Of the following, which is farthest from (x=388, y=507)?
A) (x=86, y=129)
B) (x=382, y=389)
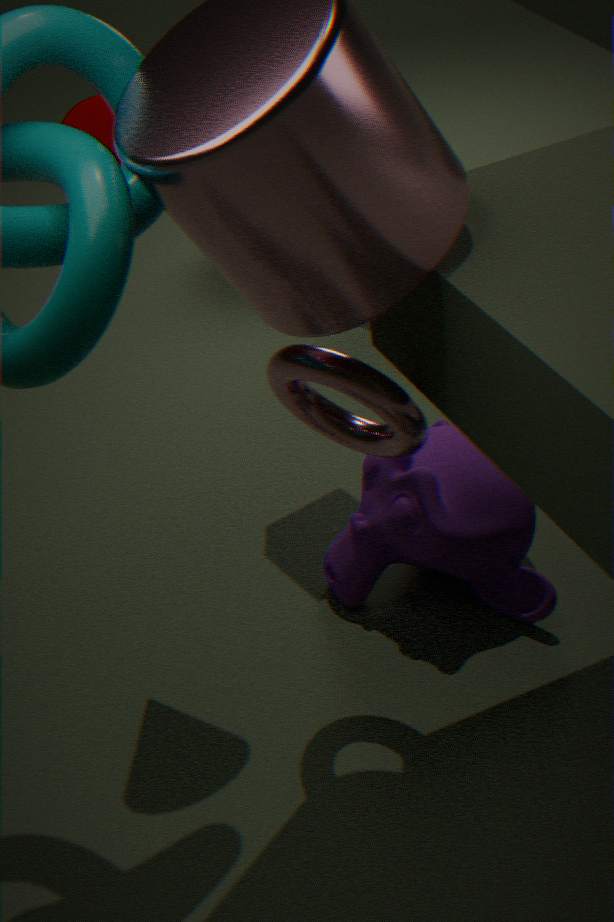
(x=86, y=129)
